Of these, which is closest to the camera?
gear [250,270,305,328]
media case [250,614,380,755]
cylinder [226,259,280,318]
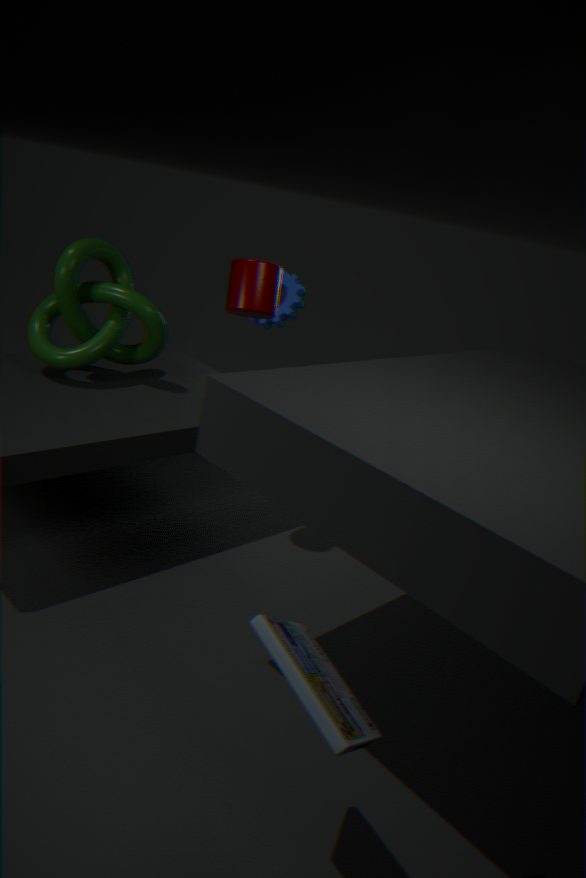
media case [250,614,380,755]
